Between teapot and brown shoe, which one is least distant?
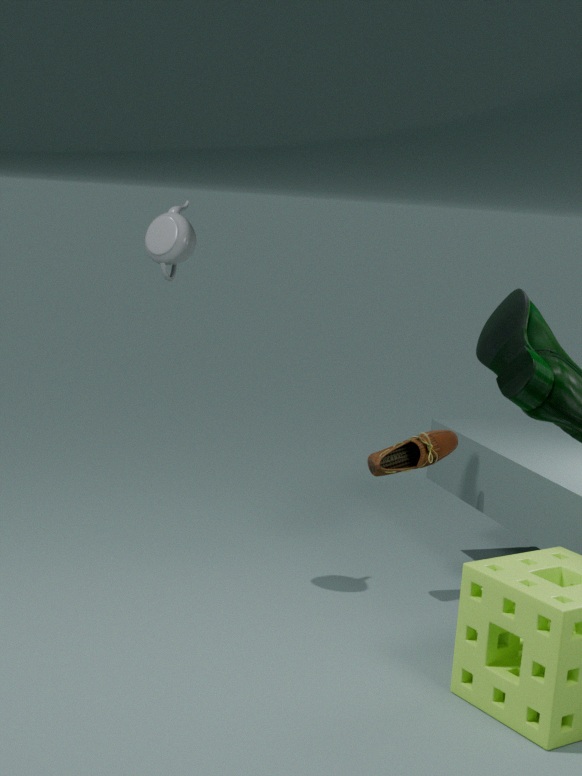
teapot
